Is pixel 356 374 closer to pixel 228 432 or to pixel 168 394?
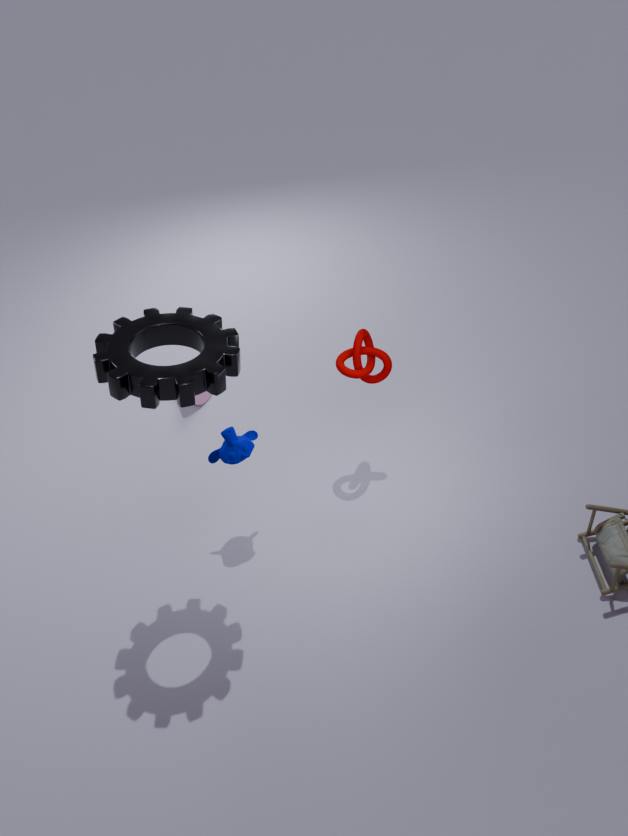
pixel 228 432
